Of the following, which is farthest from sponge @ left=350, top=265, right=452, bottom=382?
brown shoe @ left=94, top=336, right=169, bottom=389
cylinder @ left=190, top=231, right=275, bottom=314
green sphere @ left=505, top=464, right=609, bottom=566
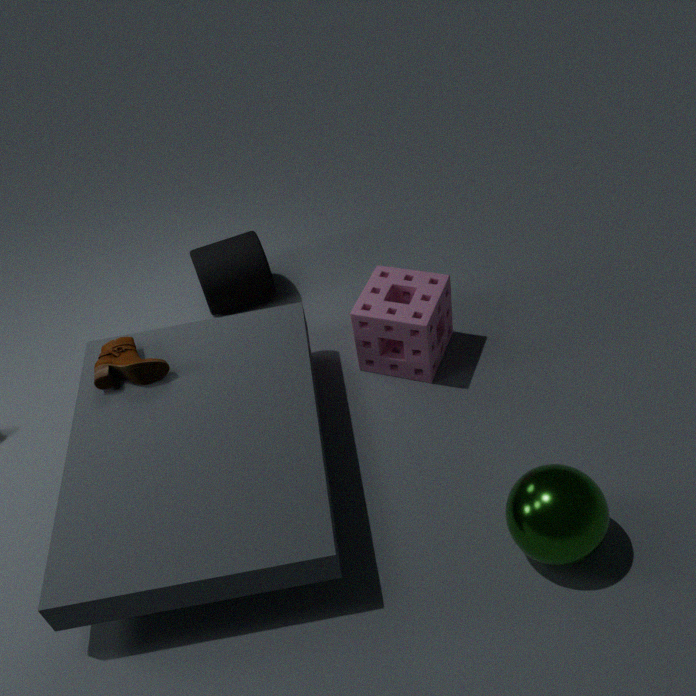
brown shoe @ left=94, top=336, right=169, bottom=389
